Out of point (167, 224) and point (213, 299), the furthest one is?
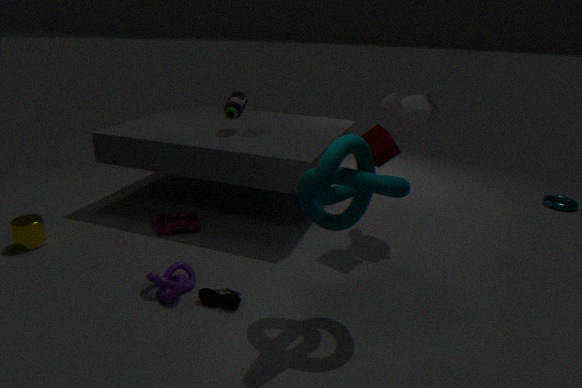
point (167, 224)
